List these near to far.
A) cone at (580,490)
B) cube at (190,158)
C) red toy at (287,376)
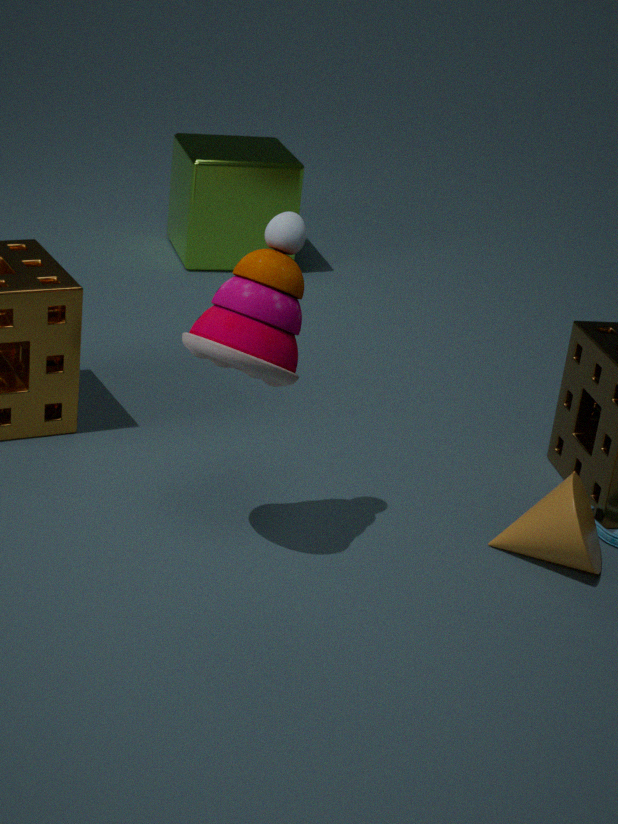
red toy at (287,376) → cone at (580,490) → cube at (190,158)
